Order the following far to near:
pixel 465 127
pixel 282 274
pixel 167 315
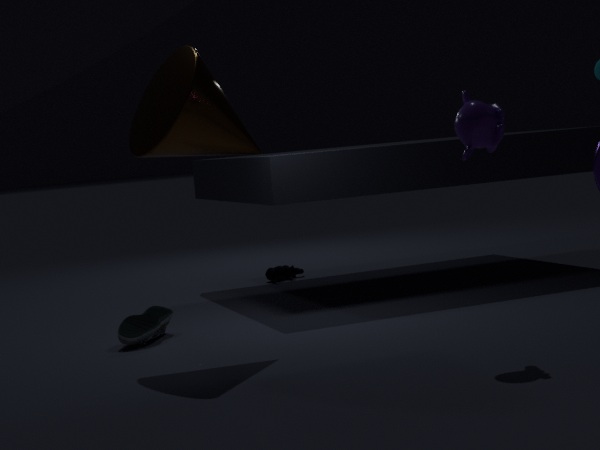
pixel 282 274
pixel 167 315
pixel 465 127
